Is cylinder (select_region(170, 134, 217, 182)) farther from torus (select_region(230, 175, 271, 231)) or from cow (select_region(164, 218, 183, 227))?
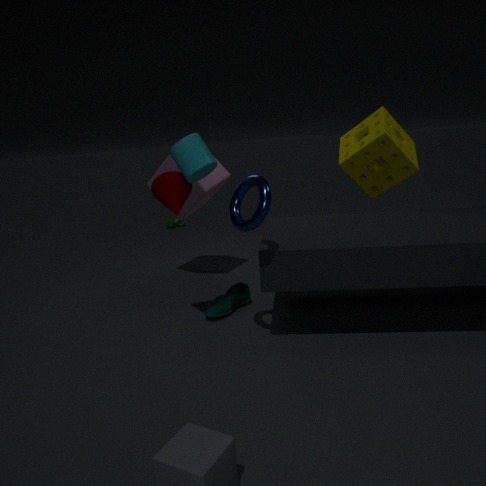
cow (select_region(164, 218, 183, 227))
